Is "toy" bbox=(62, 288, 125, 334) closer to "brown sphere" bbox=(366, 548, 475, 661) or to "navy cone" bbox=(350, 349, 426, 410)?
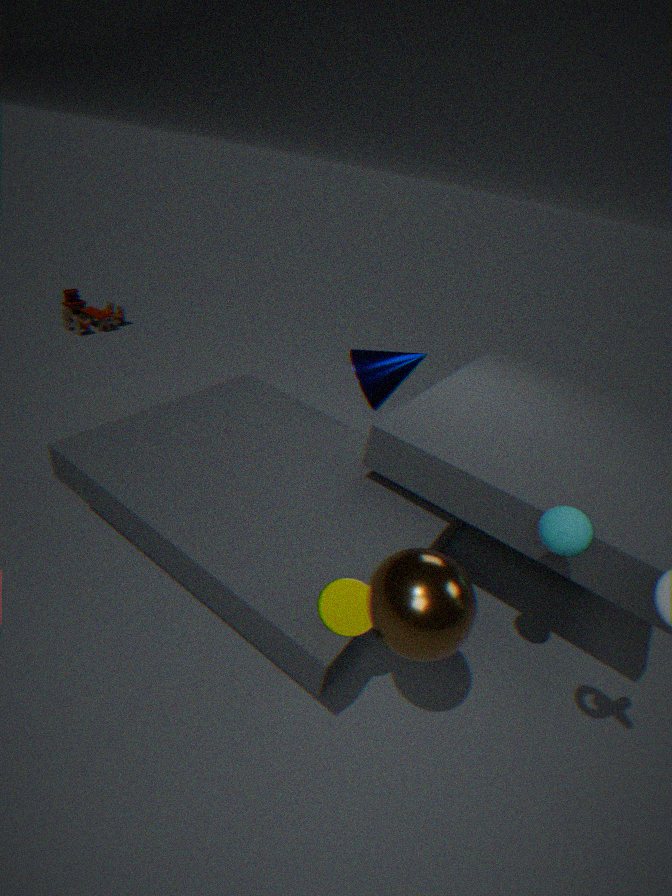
"navy cone" bbox=(350, 349, 426, 410)
